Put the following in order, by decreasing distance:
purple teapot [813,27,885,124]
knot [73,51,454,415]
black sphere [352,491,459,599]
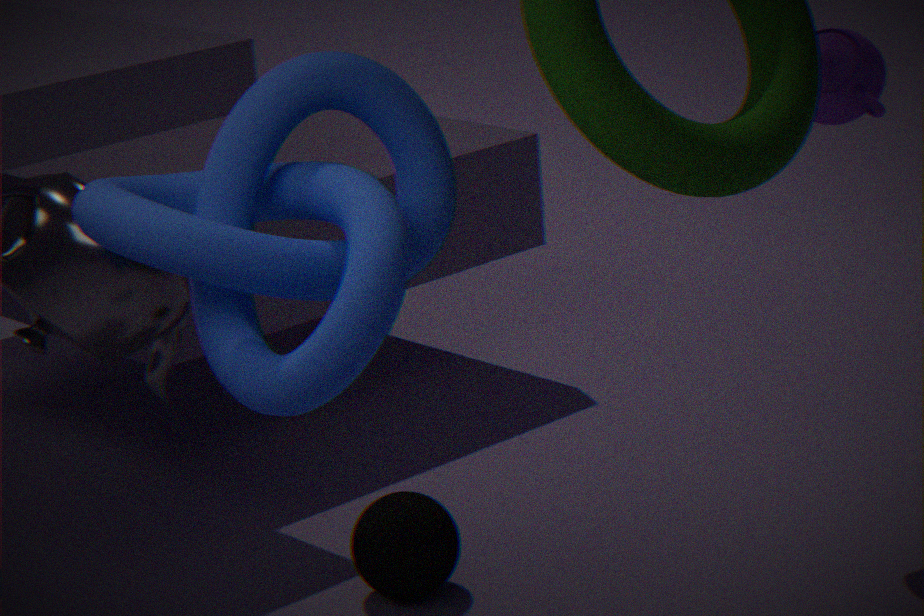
purple teapot [813,27,885,124] → black sphere [352,491,459,599] → knot [73,51,454,415]
